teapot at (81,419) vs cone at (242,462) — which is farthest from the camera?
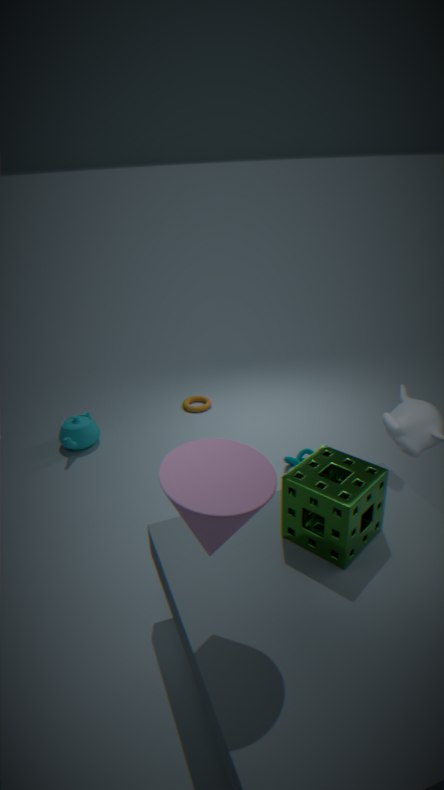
teapot at (81,419)
